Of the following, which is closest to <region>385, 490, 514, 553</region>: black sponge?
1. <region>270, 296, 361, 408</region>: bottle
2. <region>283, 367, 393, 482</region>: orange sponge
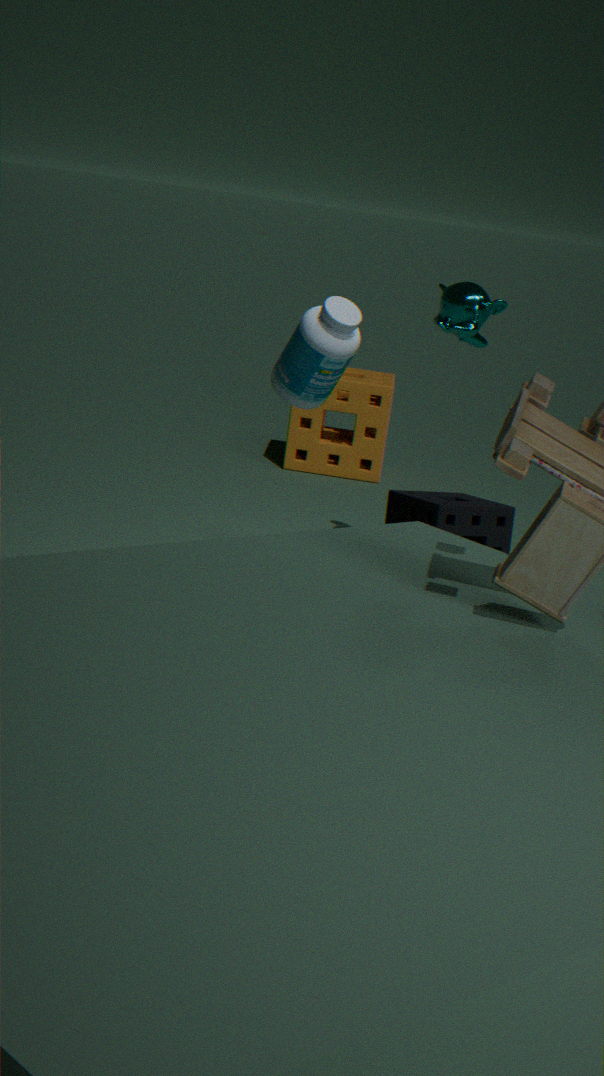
<region>270, 296, 361, 408</region>: bottle
